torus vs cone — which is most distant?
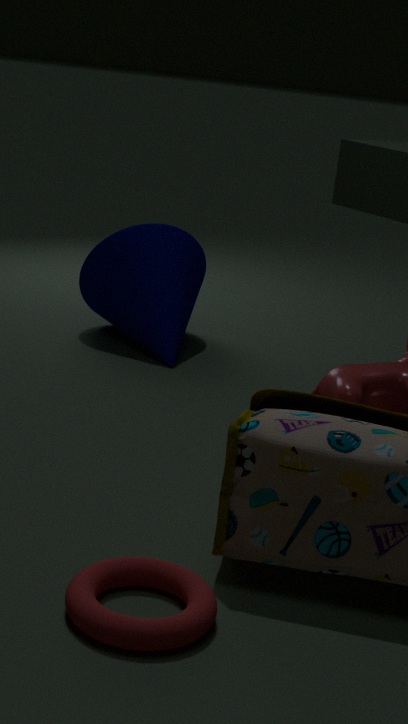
cone
